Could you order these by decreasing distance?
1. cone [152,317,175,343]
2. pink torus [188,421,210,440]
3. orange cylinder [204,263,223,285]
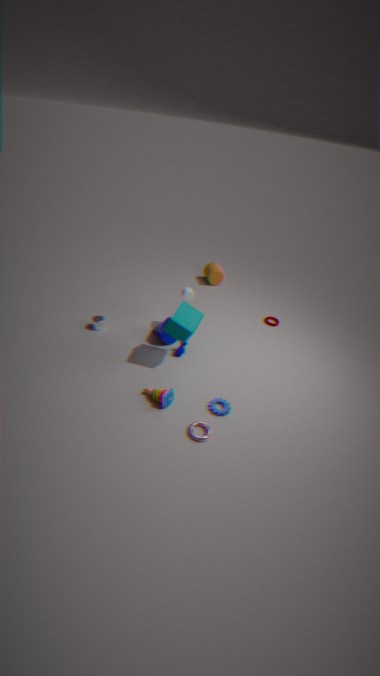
orange cylinder [204,263,223,285], cone [152,317,175,343], pink torus [188,421,210,440]
